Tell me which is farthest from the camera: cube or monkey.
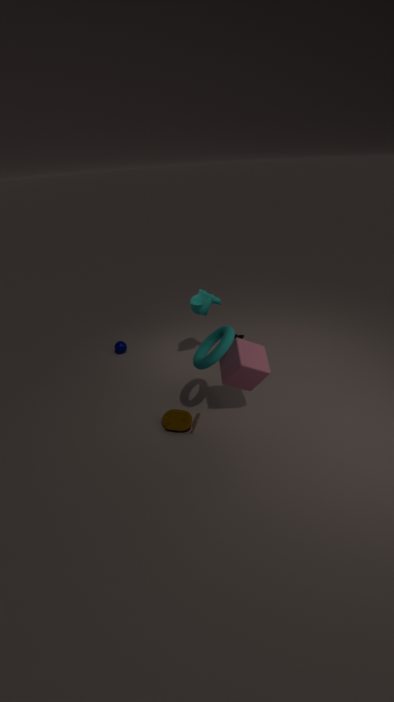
monkey
